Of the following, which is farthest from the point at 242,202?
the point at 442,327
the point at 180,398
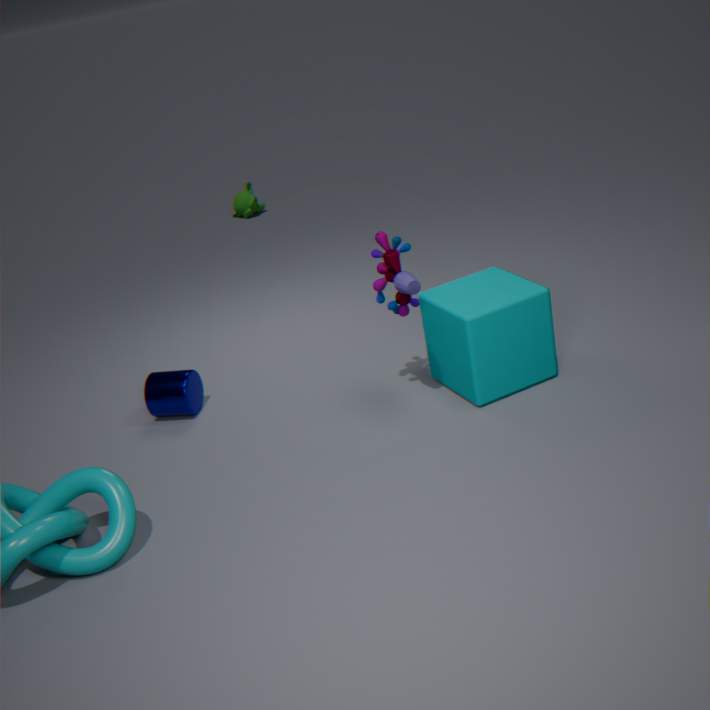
the point at 442,327
